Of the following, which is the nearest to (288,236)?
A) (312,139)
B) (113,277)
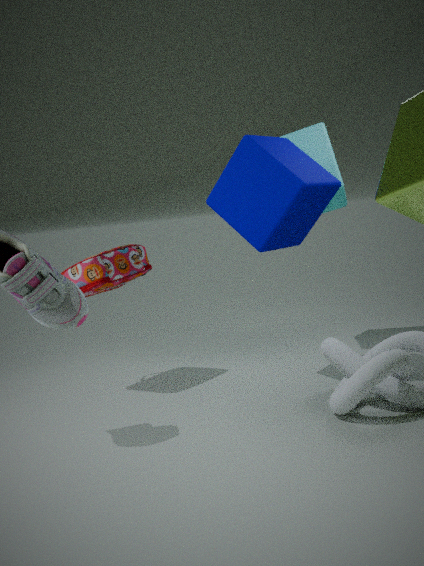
(312,139)
